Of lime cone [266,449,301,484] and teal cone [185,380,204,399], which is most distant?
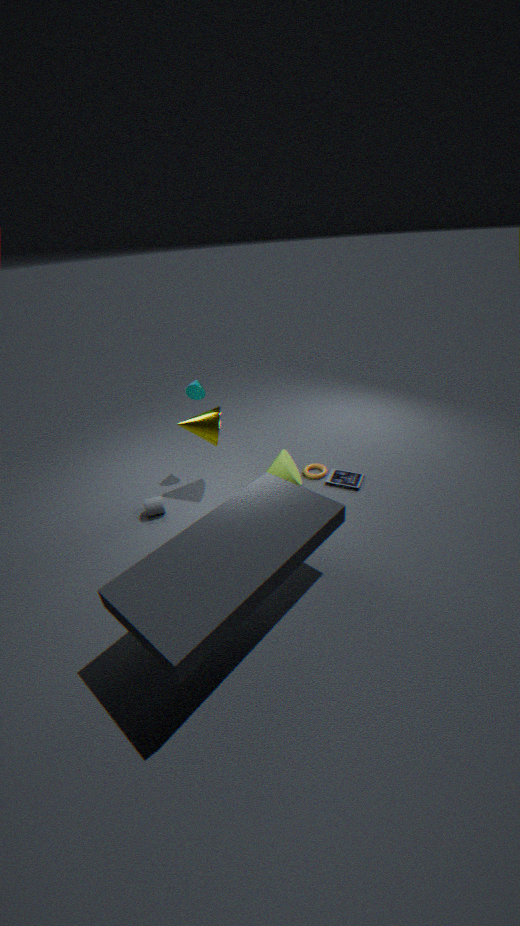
teal cone [185,380,204,399]
